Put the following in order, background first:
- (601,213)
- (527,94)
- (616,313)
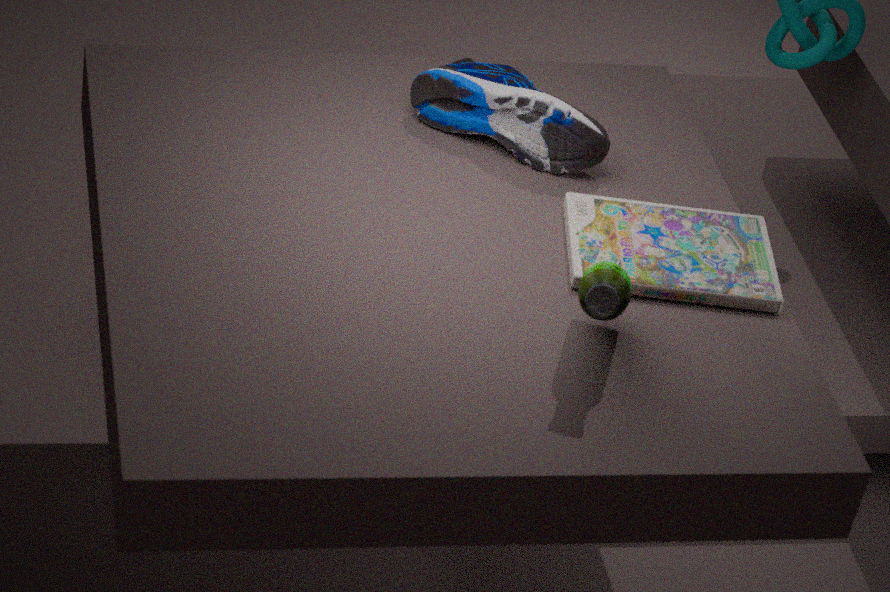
(527,94) < (601,213) < (616,313)
